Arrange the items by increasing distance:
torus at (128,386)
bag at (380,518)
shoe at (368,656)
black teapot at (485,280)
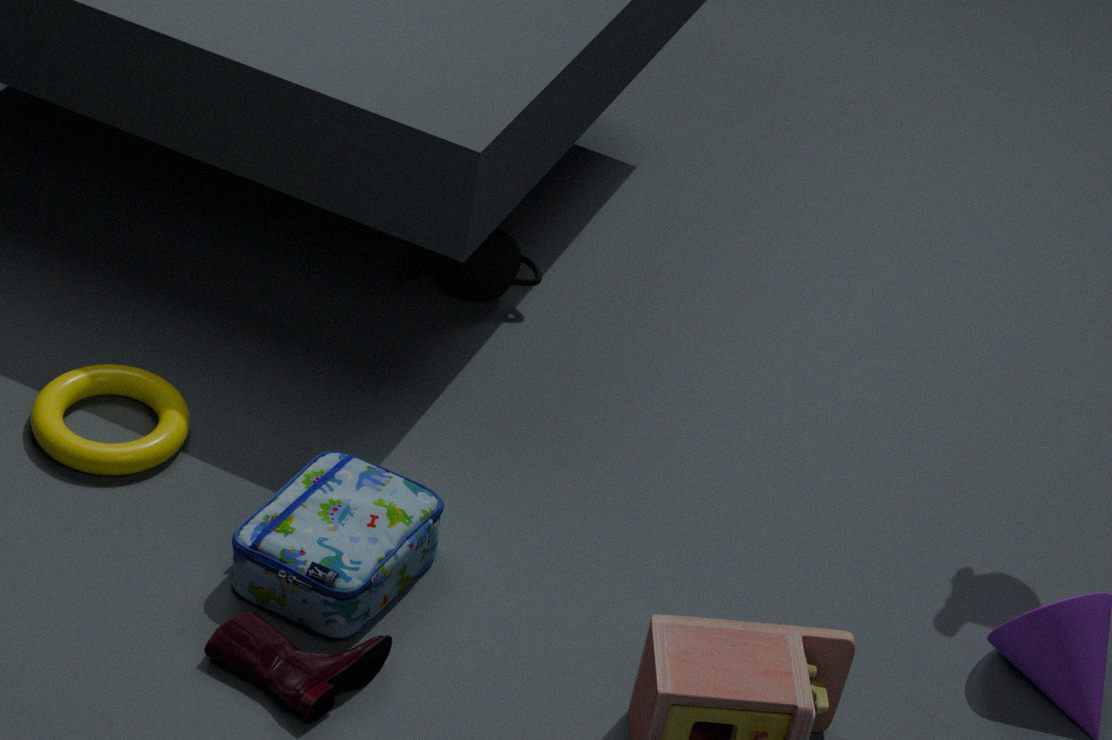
shoe at (368,656) < bag at (380,518) < torus at (128,386) < black teapot at (485,280)
